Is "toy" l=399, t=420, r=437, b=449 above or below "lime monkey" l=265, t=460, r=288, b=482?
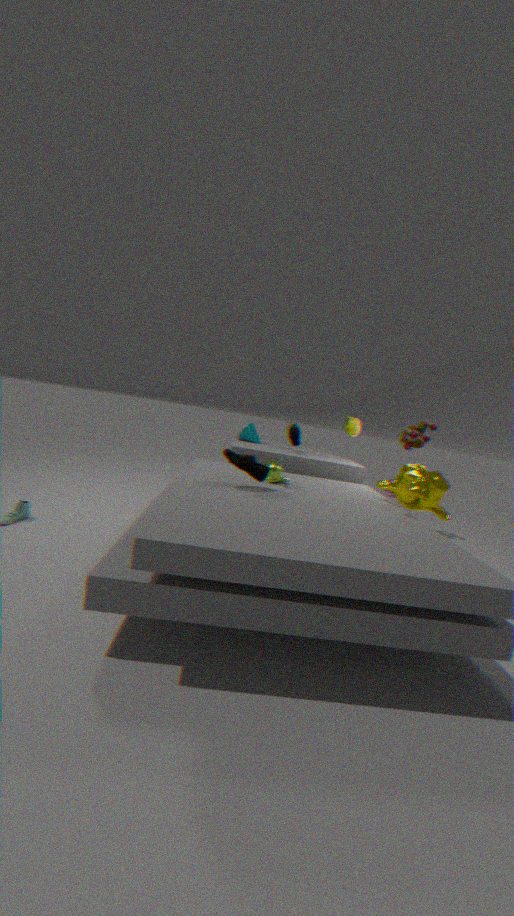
above
